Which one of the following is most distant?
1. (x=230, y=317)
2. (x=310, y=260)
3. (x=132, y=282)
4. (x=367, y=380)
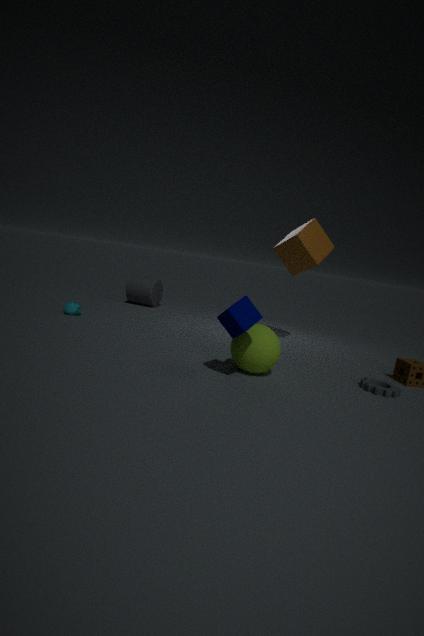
(x=132, y=282)
